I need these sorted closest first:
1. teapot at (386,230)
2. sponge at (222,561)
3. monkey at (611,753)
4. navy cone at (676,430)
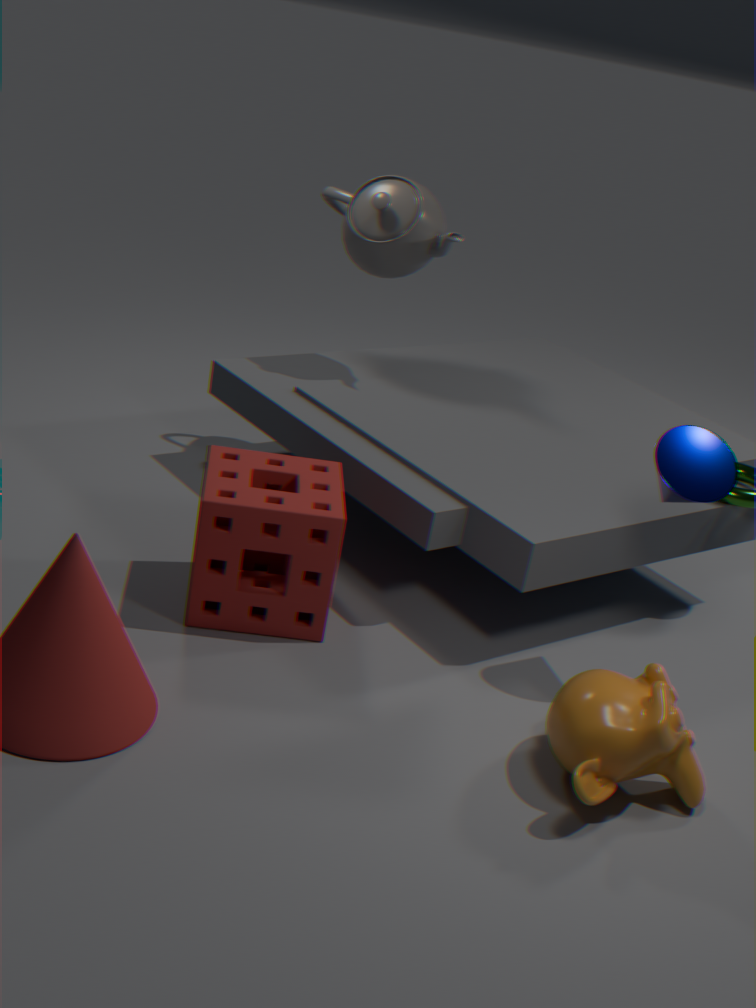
monkey at (611,753) → navy cone at (676,430) → sponge at (222,561) → teapot at (386,230)
